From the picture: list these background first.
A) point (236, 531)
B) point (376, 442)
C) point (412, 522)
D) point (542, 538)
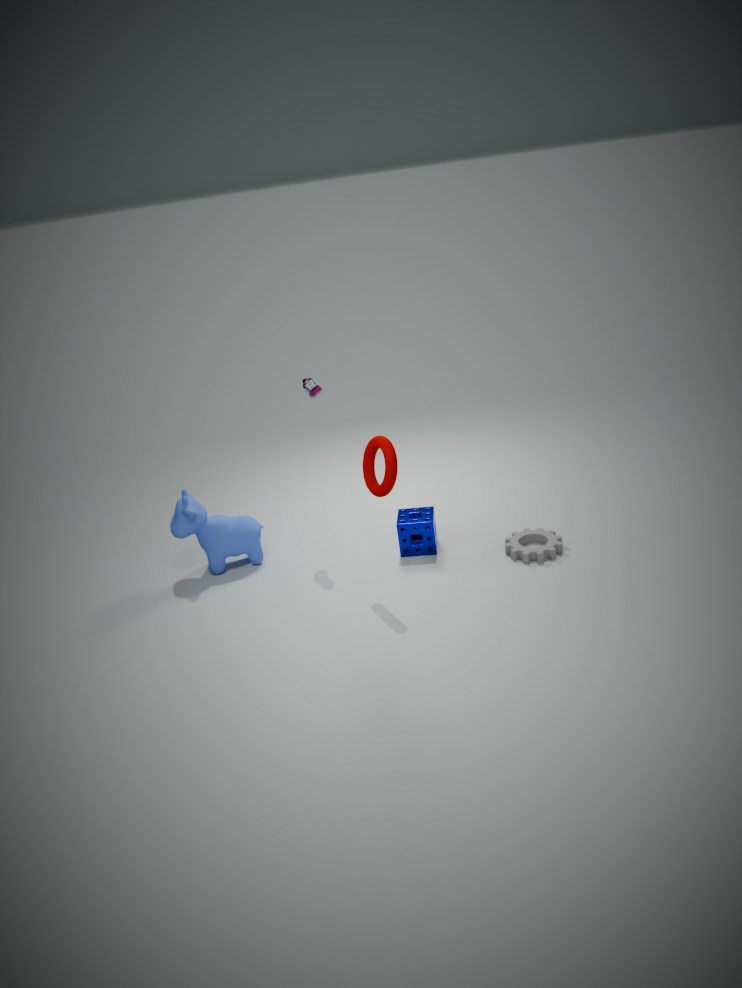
point (236, 531)
point (412, 522)
point (542, 538)
point (376, 442)
